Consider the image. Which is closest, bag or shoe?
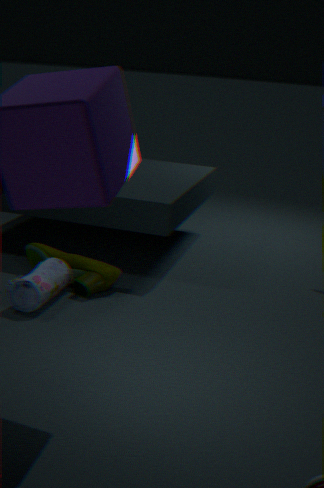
bag
